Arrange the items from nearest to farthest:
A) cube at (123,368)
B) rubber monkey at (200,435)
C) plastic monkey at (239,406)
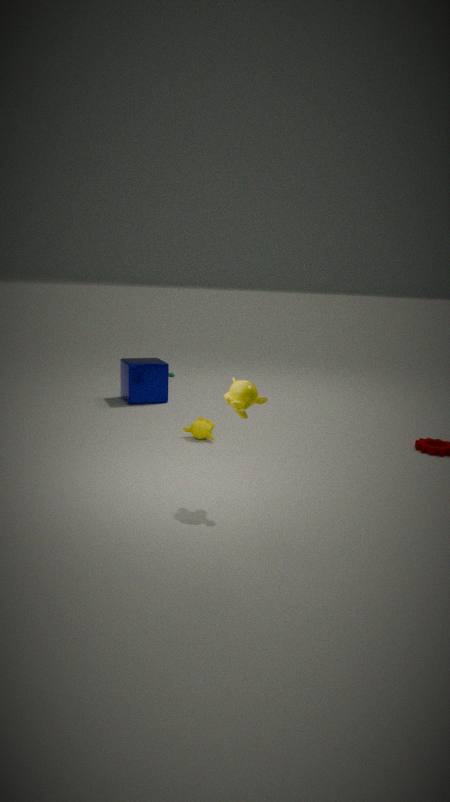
plastic monkey at (239,406) → rubber monkey at (200,435) → cube at (123,368)
